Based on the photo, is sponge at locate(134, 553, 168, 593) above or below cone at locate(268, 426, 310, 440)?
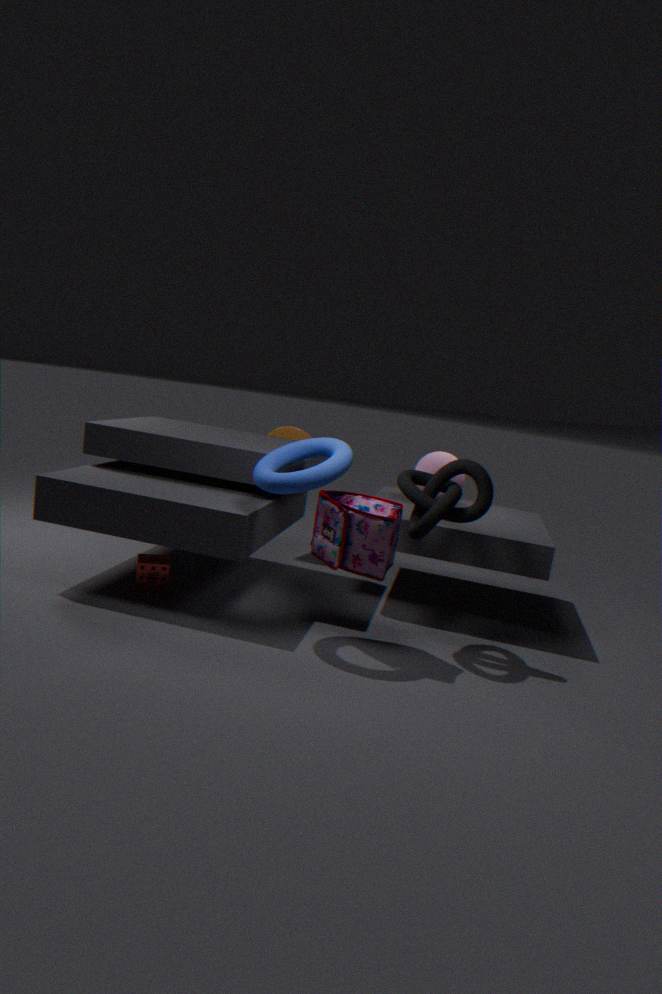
below
